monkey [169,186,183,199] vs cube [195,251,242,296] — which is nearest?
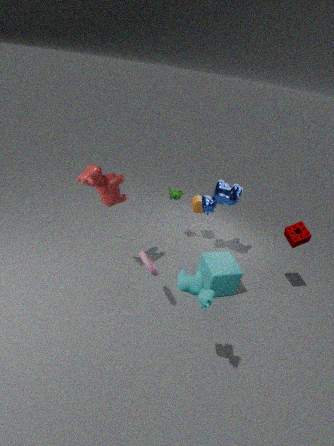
cube [195,251,242,296]
